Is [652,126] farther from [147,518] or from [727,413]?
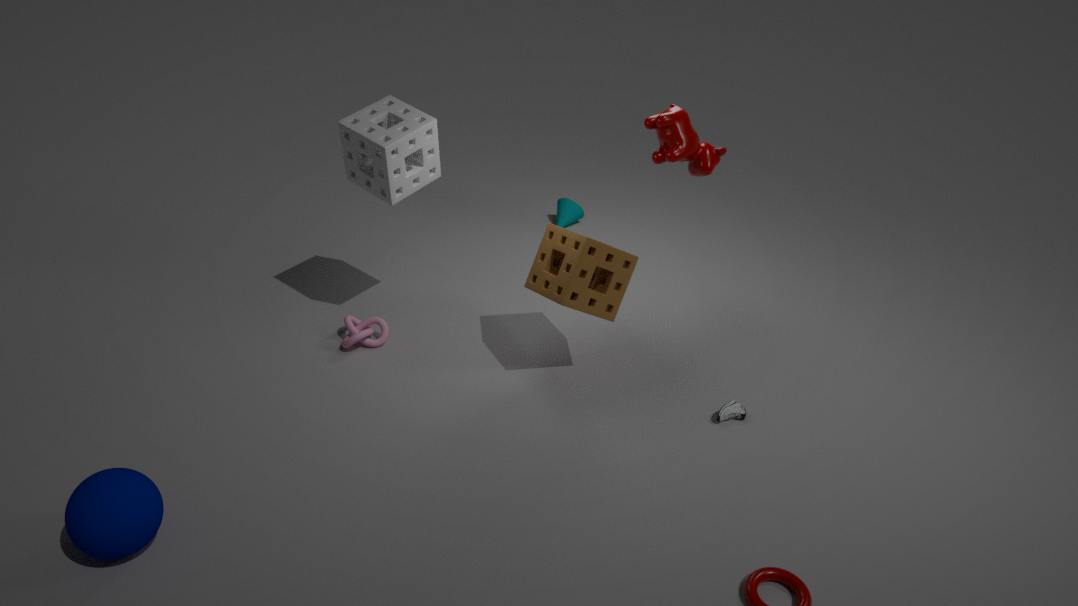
[147,518]
